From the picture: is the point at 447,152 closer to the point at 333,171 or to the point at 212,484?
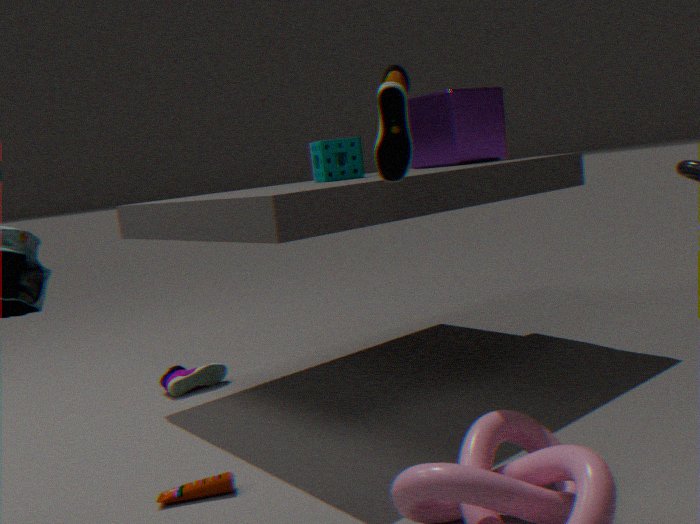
the point at 333,171
